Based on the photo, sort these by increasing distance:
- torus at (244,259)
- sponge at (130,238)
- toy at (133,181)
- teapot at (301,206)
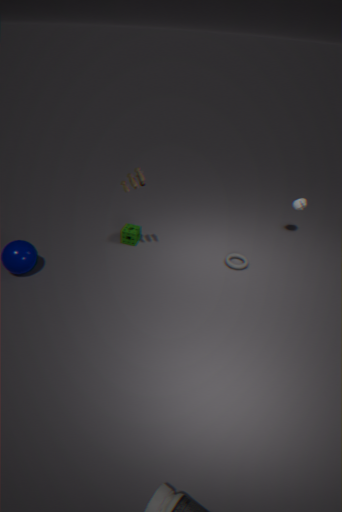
toy at (133,181)
torus at (244,259)
sponge at (130,238)
teapot at (301,206)
